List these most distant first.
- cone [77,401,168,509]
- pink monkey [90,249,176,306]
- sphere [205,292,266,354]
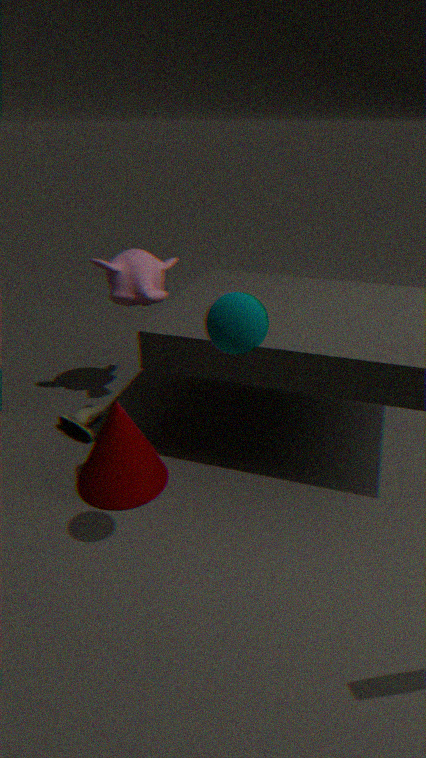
pink monkey [90,249,176,306] < cone [77,401,168,509] < sphere [205,292,266,354]
